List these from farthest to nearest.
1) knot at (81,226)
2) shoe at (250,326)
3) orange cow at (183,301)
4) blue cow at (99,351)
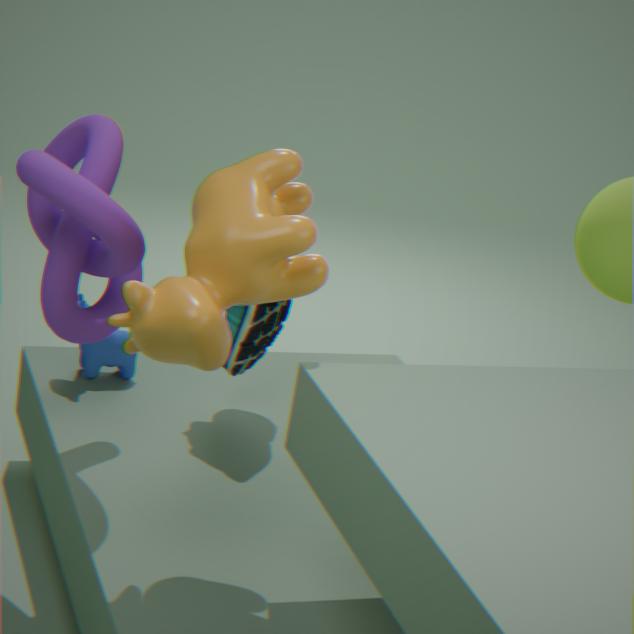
4. blue cow at (99,351), 2. shoe at (250,326), 1. knot at (81,226), 3. orange cow at (183,301)
